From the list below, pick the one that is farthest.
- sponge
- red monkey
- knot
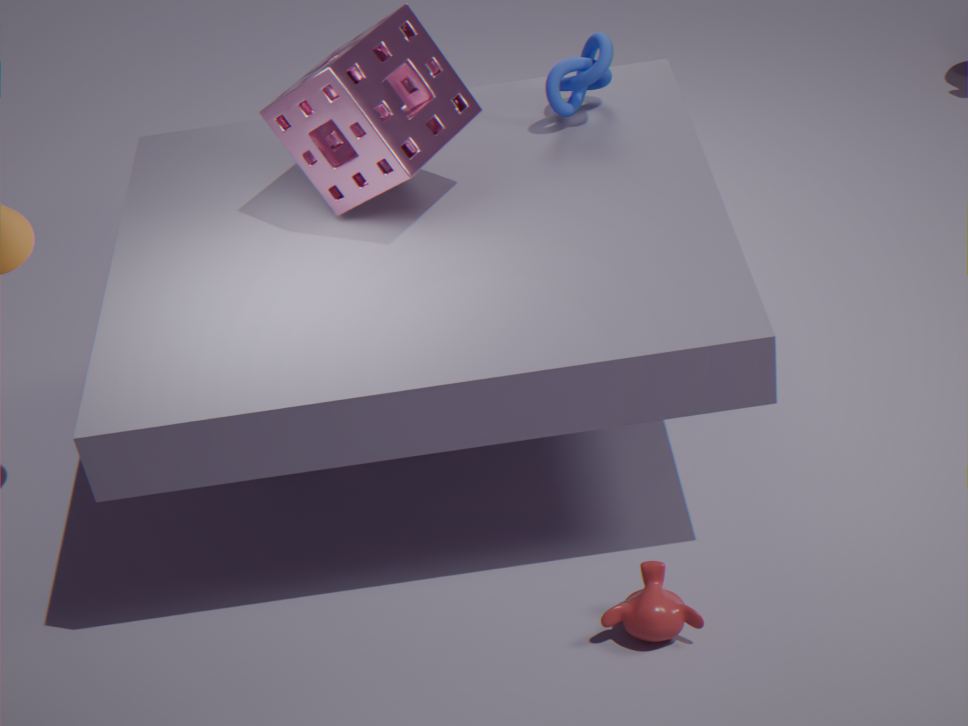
knot
